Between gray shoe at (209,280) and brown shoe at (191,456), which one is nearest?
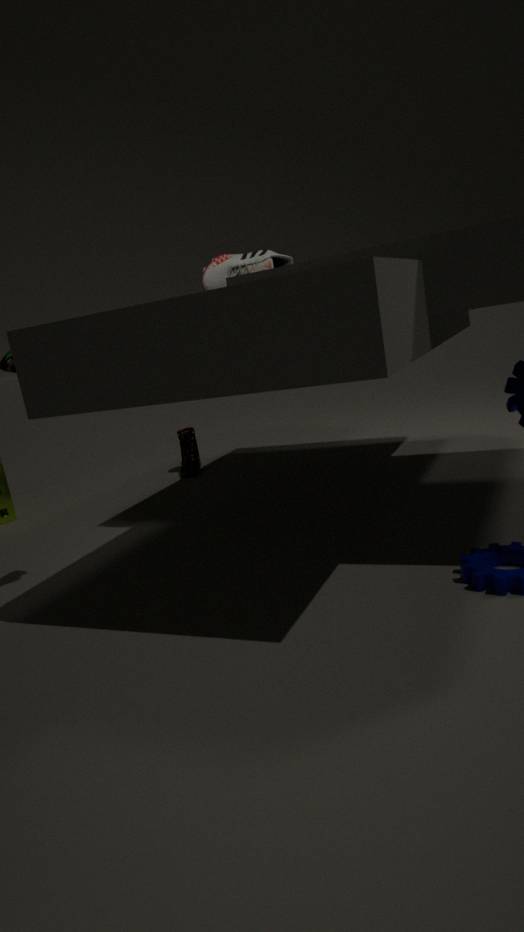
gray shoe at (209,280)
